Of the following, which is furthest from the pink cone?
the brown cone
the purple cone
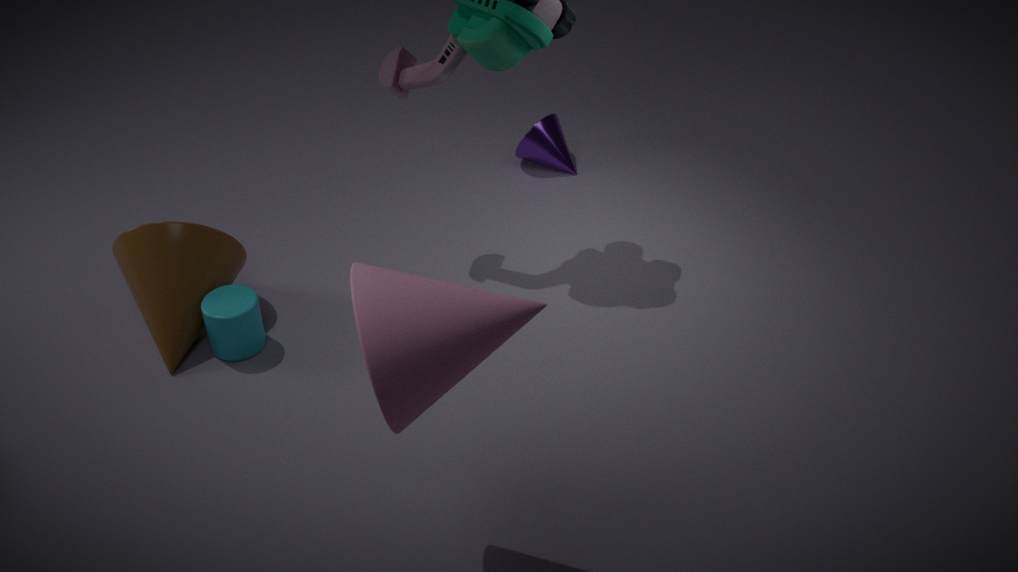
the purple cone
